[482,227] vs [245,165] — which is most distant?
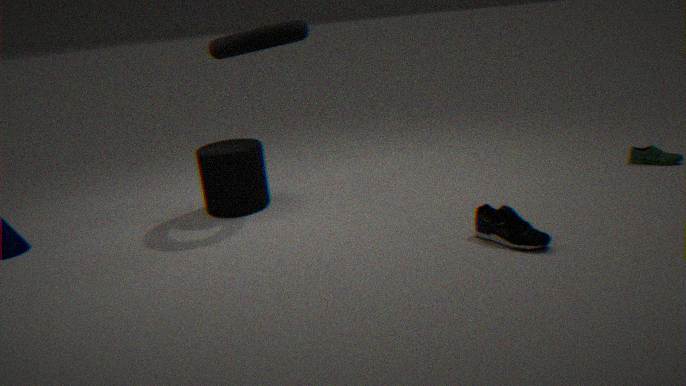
[245,165]
